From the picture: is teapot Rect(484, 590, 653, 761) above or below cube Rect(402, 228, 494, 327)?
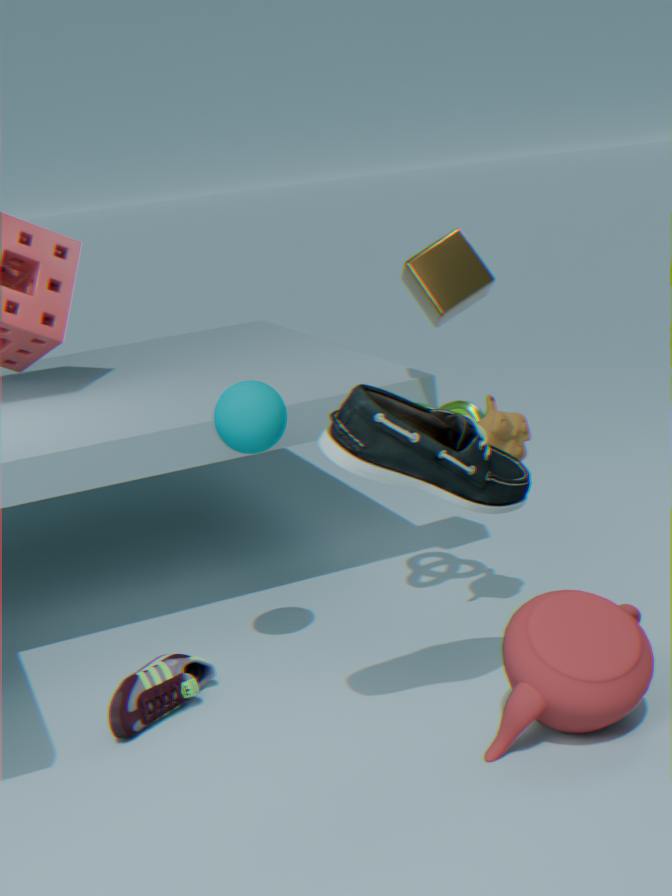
below
